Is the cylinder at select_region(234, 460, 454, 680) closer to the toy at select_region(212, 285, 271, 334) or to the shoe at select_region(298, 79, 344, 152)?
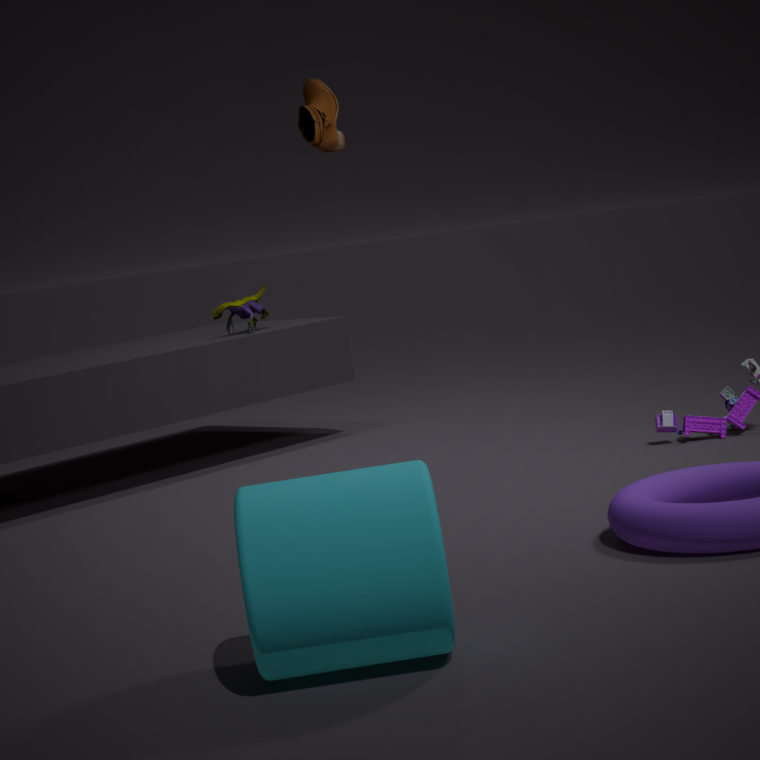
the shoe at select_region(298, 79, 344, 152)
